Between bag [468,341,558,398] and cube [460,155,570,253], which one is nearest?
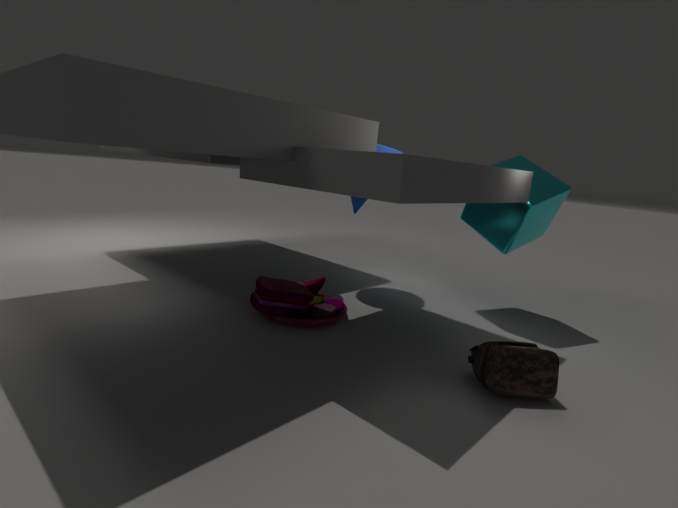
bag [468,341,558,398]
